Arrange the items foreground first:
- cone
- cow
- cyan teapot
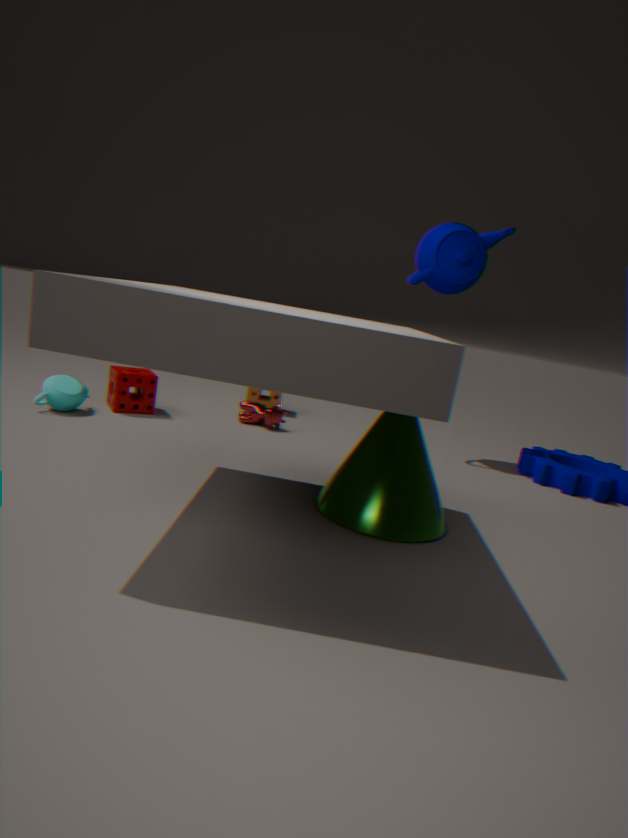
cone, cyan teapot, cow
